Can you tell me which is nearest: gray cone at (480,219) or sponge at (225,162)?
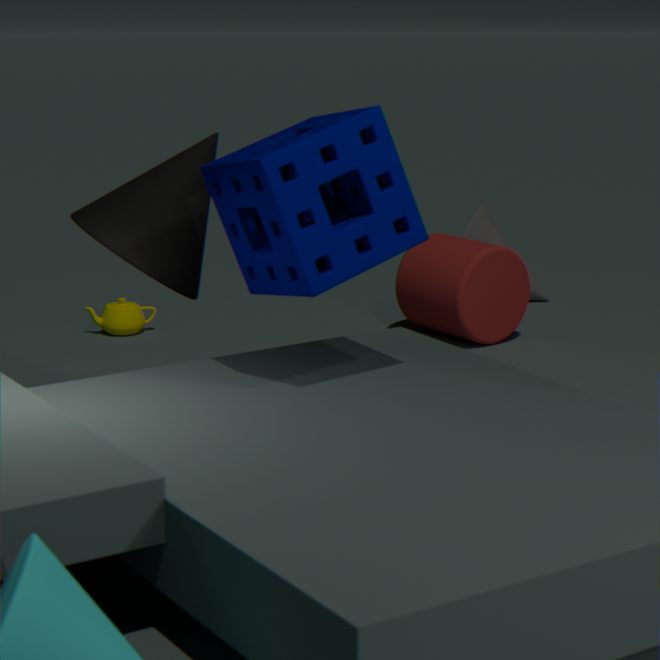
sponge at (225,162)
